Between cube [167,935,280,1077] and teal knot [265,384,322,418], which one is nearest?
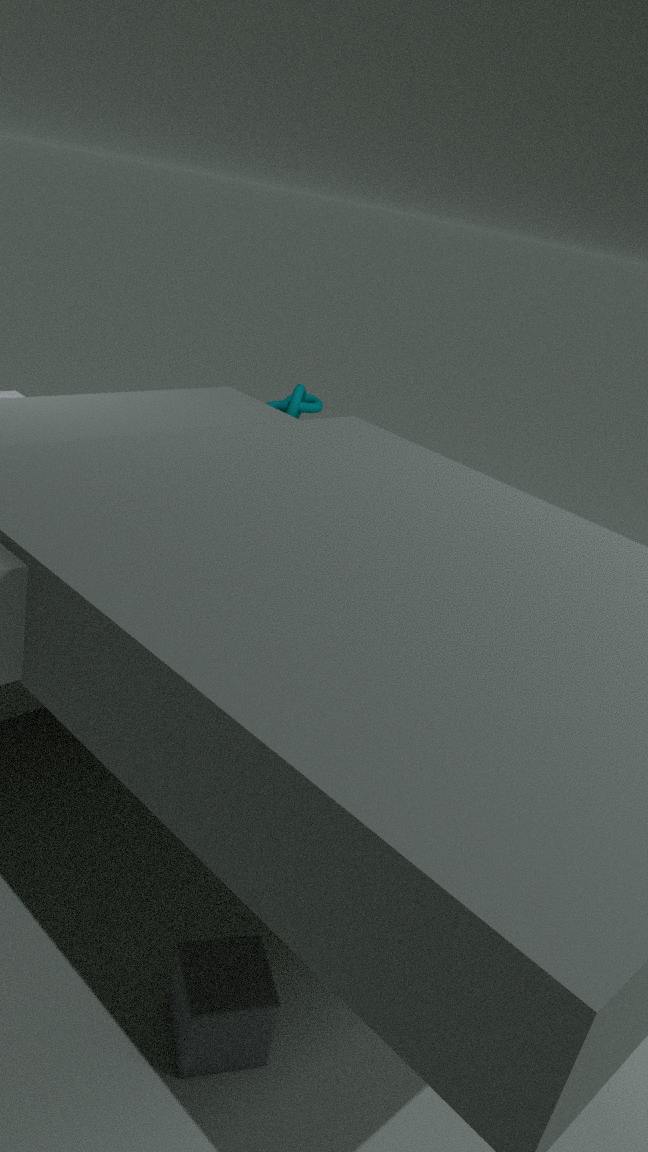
cube [167,935,280,1077]
